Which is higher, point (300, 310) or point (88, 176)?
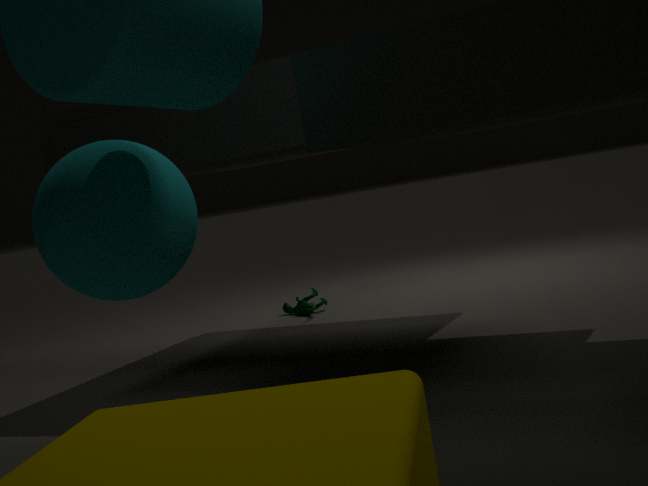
point (88, 176)
